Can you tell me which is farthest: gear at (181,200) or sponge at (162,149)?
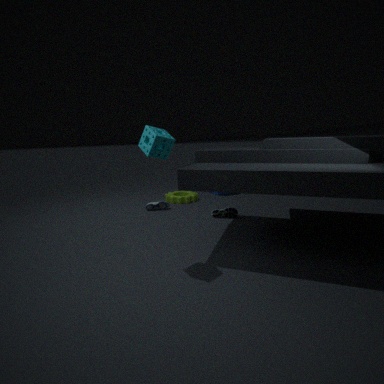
gear at (181,200)
